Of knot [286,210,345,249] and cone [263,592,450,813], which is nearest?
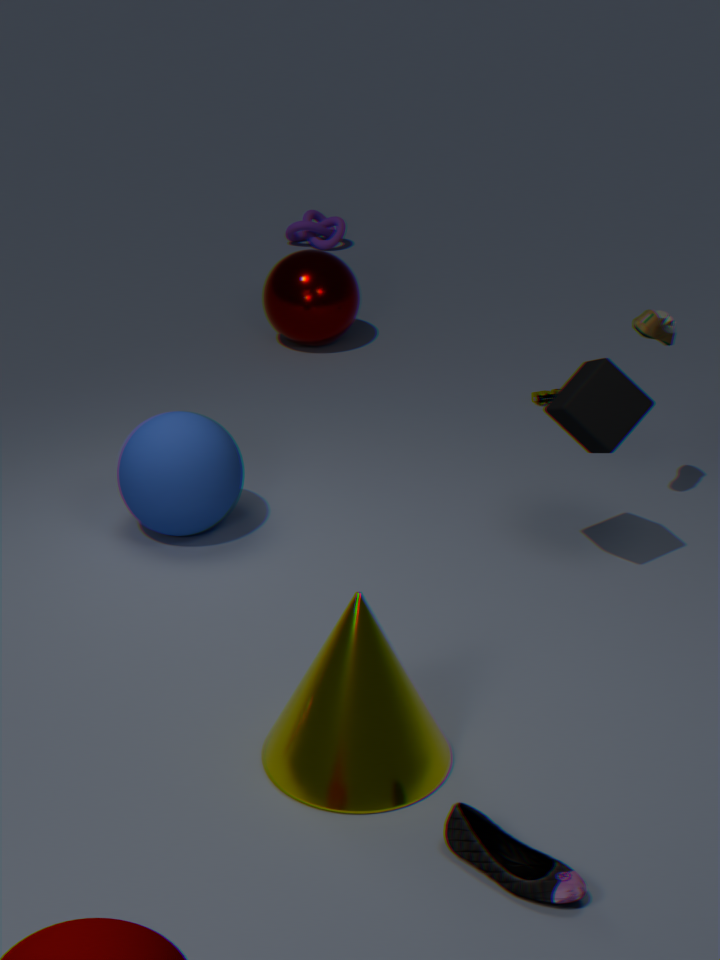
cone [263,592,450,813]
